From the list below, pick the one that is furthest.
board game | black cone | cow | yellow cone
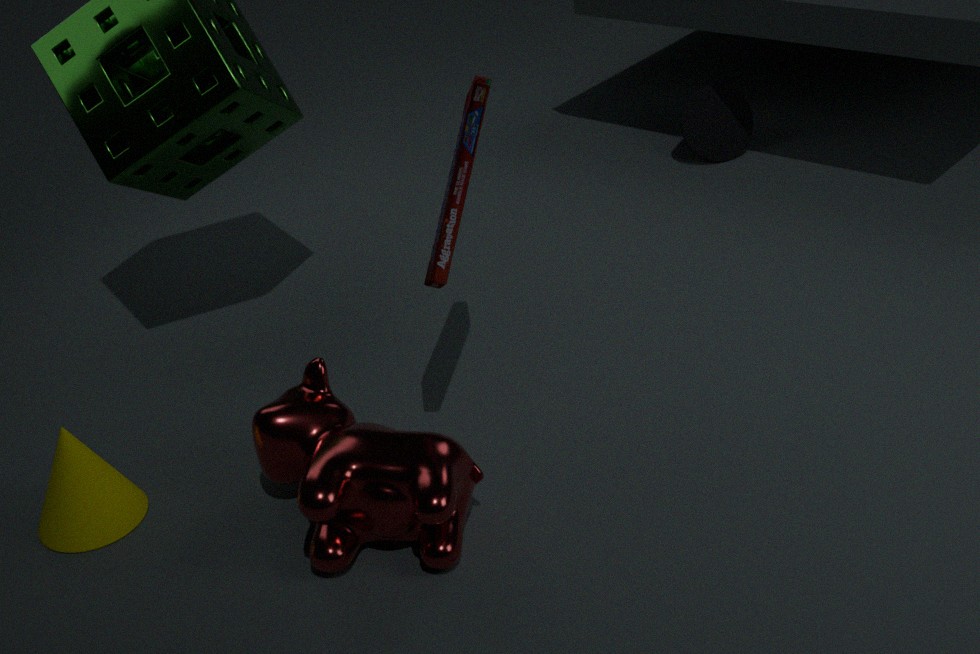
black cone
